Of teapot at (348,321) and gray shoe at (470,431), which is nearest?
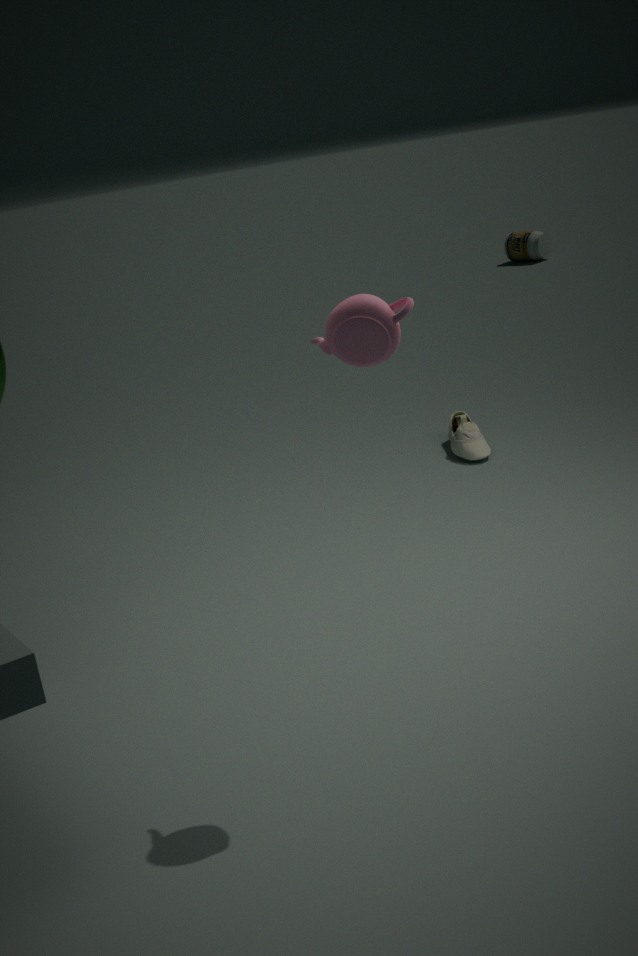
teapot at (348,321)
